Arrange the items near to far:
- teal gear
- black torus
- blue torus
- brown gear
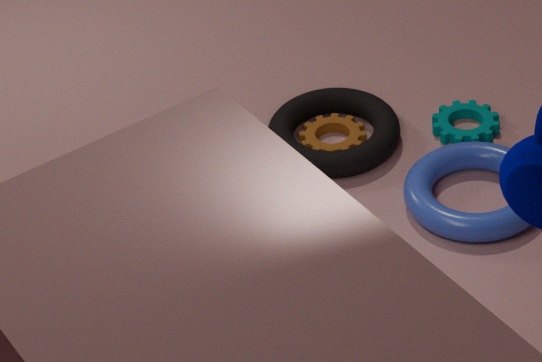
blue torus
black torus
teal gear
brown gear
